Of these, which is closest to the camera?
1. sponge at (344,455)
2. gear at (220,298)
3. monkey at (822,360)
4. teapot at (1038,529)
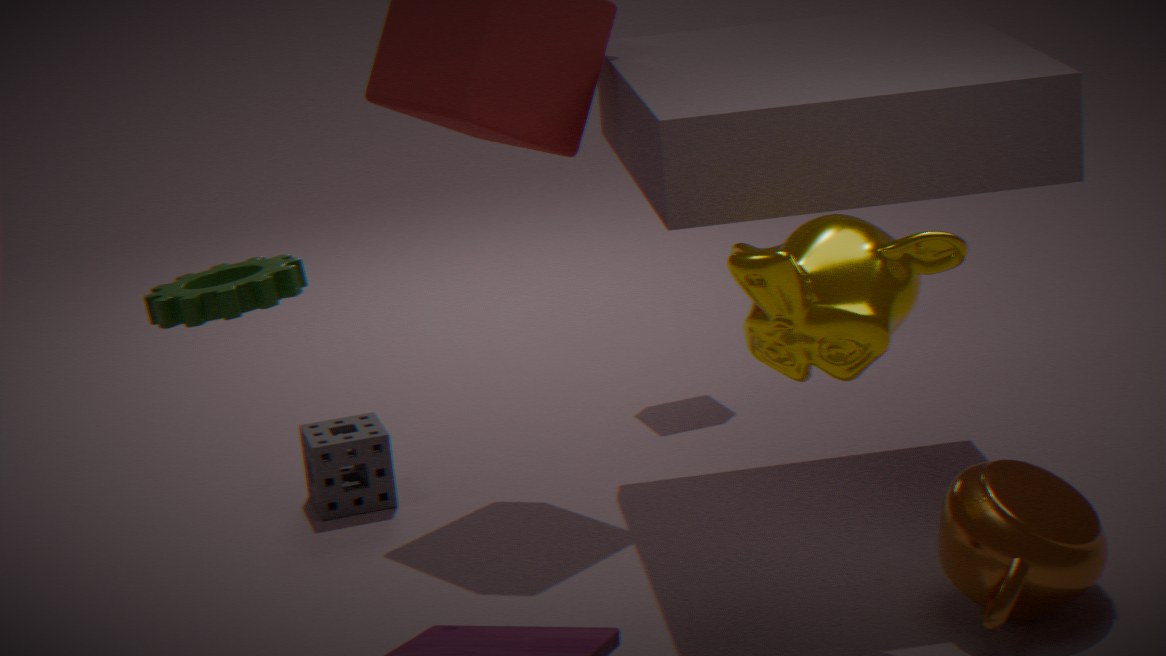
gear at (220,298)
